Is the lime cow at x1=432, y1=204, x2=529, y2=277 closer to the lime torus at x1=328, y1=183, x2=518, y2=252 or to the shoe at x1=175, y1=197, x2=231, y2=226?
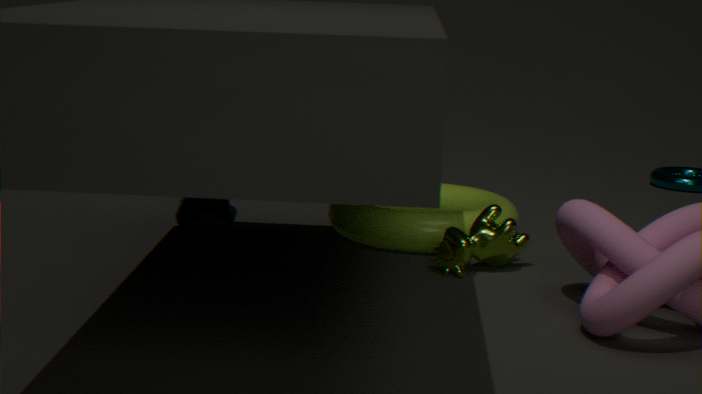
the lime torus at x1=328, y1=183, x2=518, y2=252
